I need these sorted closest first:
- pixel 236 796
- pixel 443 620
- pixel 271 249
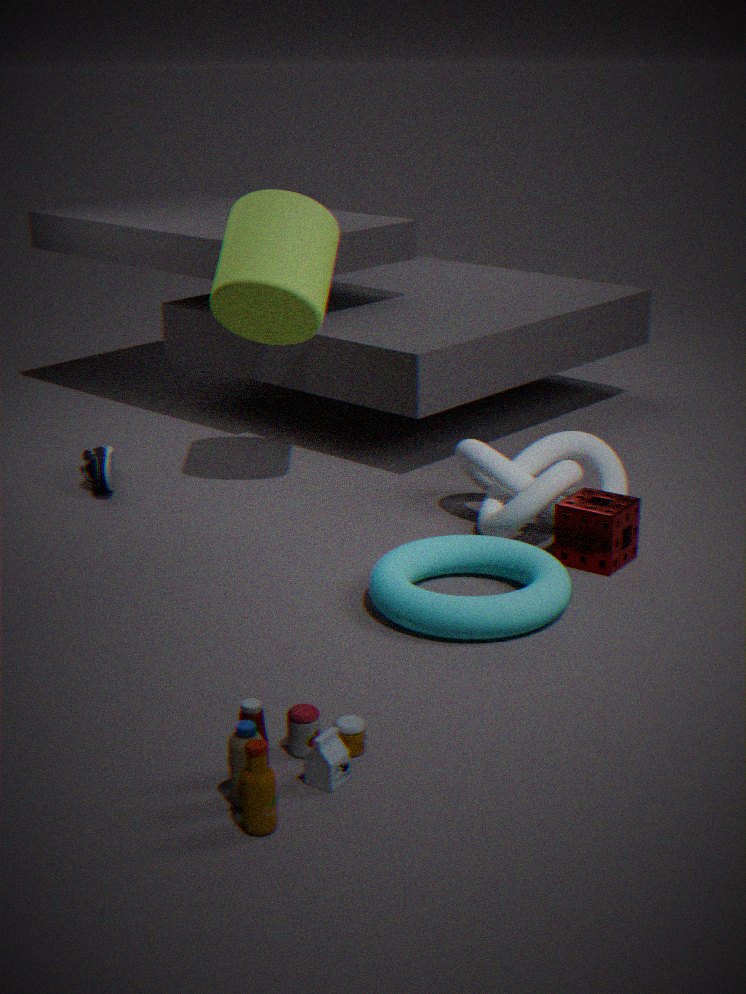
pixel 236 796, pixel 443 620, pixel 271 249
